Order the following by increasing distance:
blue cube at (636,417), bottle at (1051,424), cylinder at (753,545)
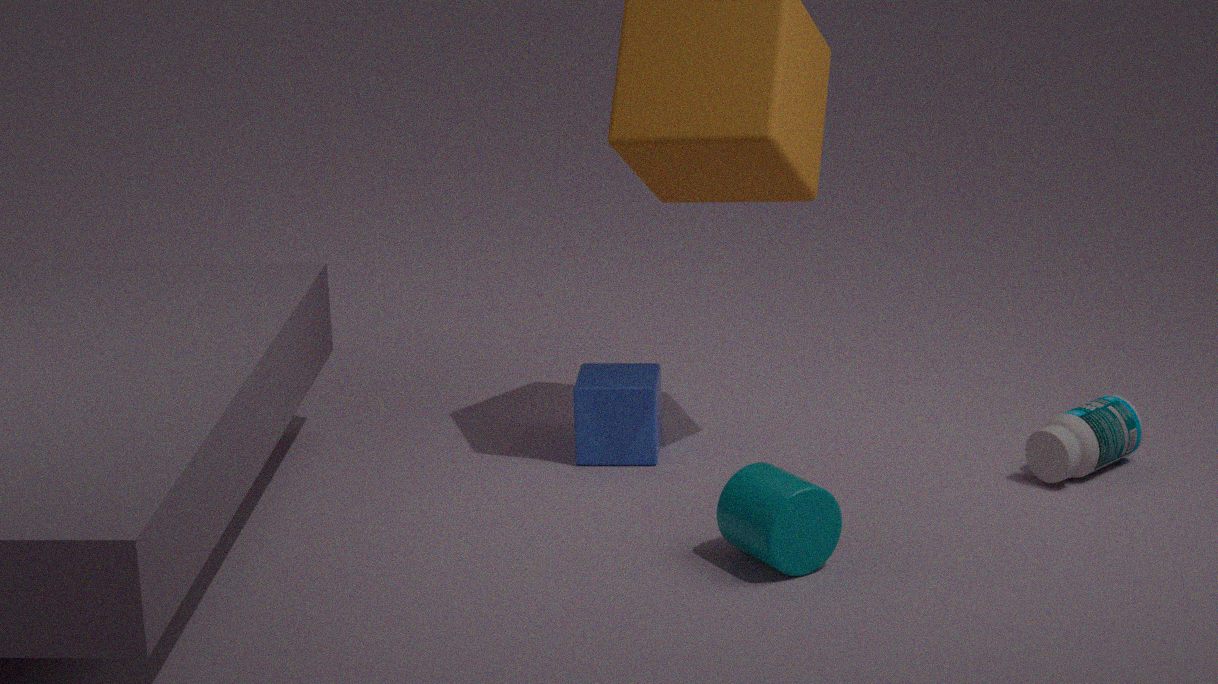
cylinder at (753,545) → bottle at (1051,424) → blue cube at (636,417)
